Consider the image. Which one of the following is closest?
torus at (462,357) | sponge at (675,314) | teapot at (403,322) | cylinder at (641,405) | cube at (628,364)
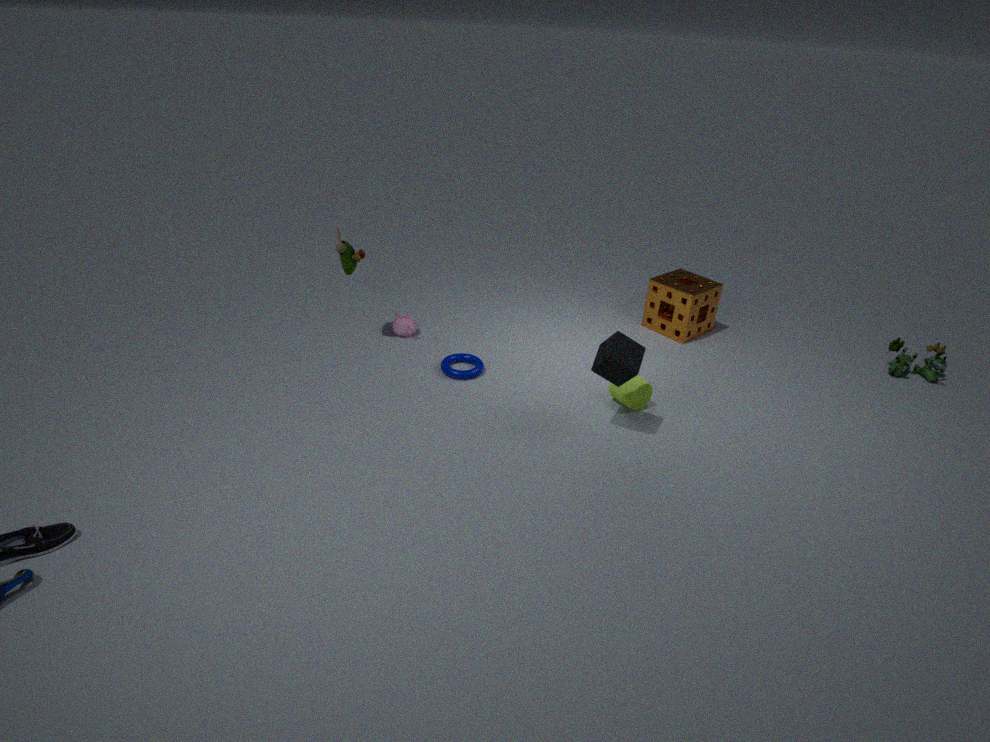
cube at (628,364)
